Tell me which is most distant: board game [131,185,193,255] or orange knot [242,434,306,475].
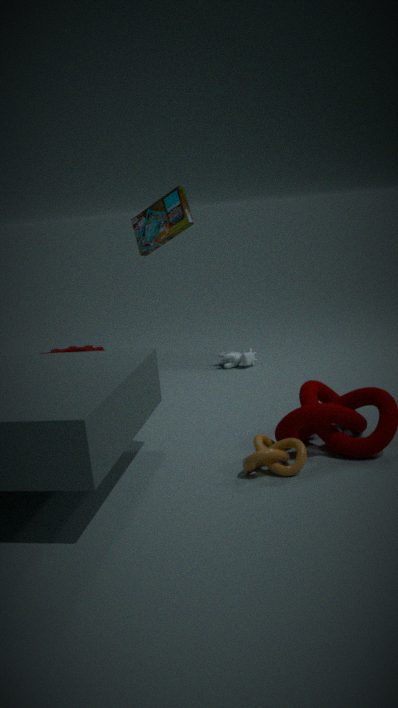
board game [131,185,193,255]
